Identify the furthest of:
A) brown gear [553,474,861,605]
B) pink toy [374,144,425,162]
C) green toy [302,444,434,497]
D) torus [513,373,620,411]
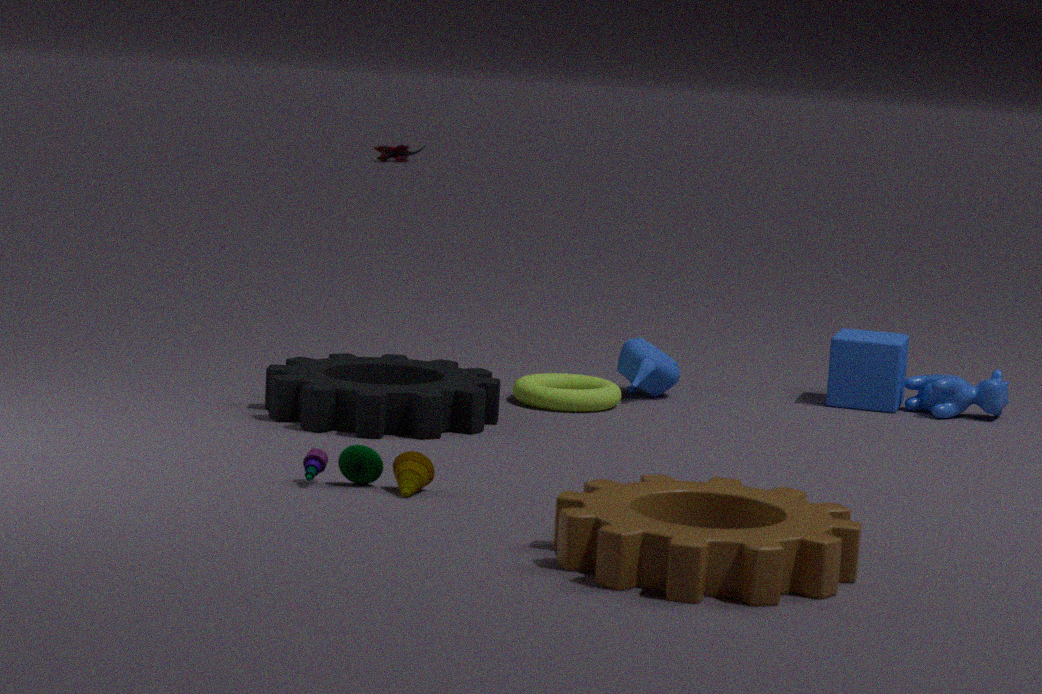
pink toy [374,144,425,162]
